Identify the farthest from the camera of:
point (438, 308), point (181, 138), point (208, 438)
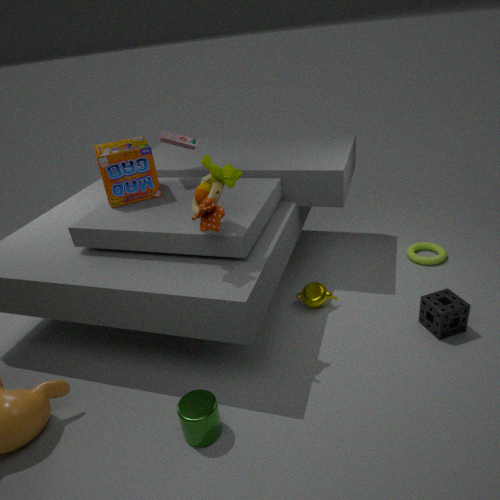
point (181, 138)
